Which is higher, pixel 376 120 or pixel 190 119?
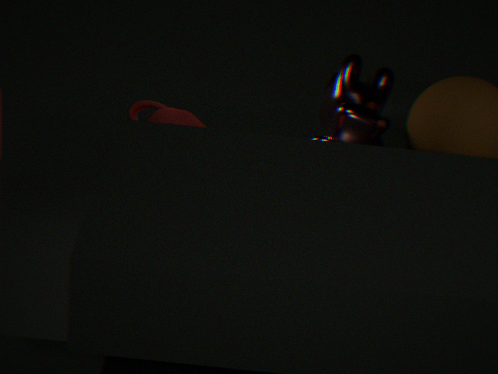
pixel 376 120
